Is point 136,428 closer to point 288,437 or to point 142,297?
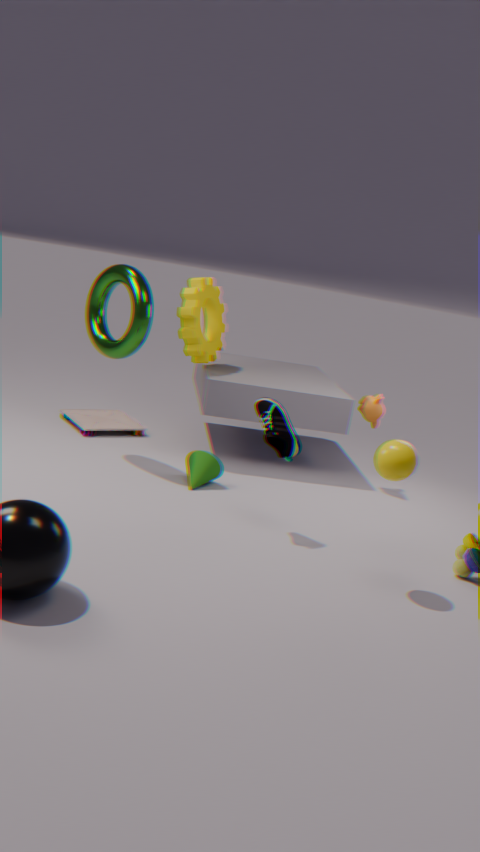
point 142,297
